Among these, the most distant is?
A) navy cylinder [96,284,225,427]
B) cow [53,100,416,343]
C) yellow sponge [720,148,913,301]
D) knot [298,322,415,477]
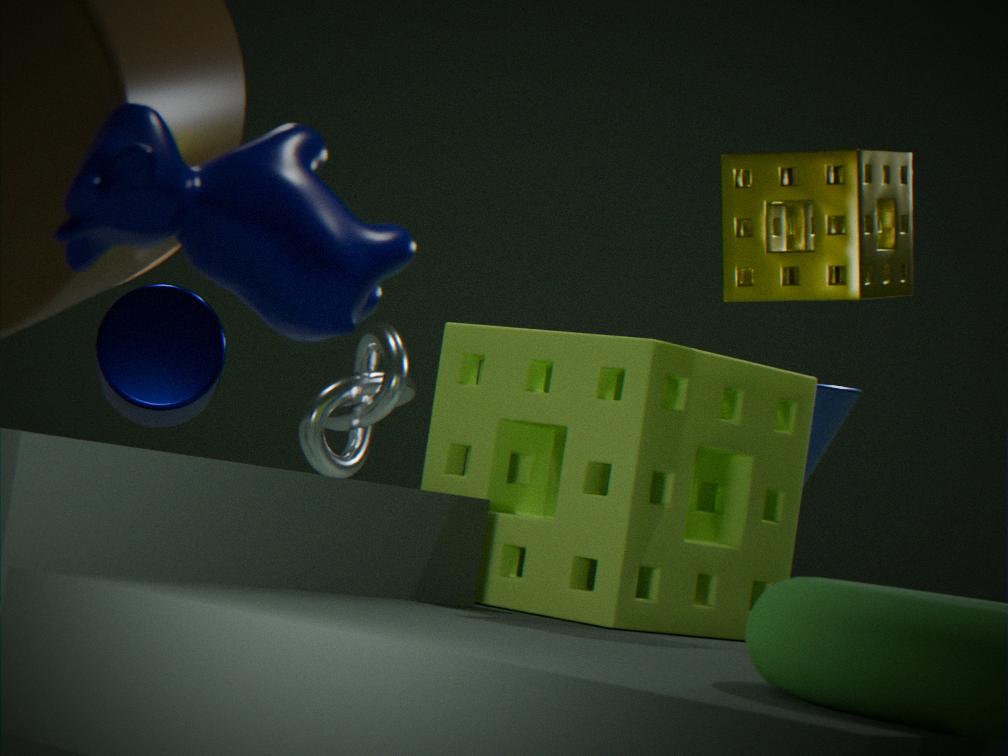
knot [298,322,415,477]
